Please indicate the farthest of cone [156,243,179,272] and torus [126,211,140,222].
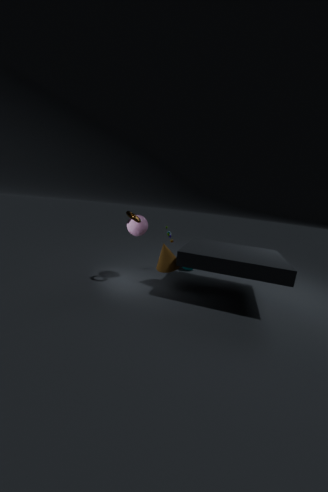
cone [156,243,179,272]
